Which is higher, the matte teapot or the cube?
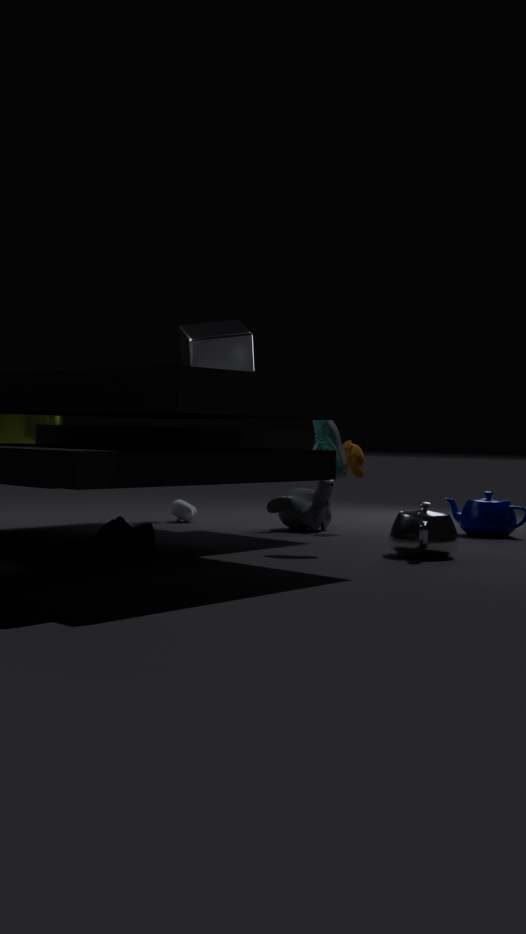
the cube
